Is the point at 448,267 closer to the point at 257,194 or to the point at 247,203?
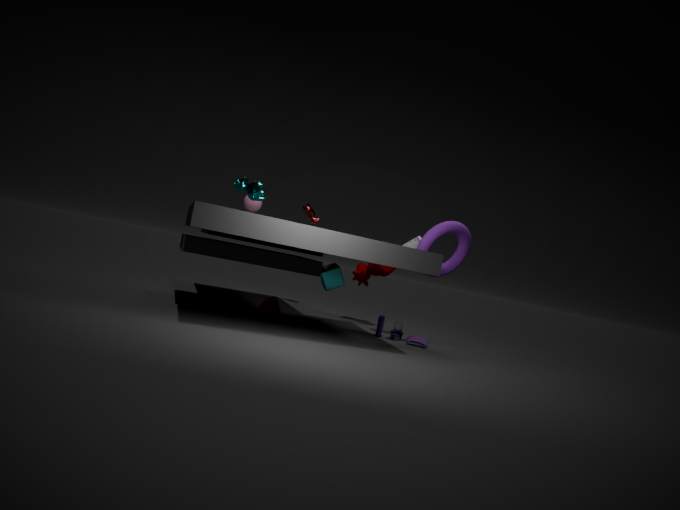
the point at 257,194
